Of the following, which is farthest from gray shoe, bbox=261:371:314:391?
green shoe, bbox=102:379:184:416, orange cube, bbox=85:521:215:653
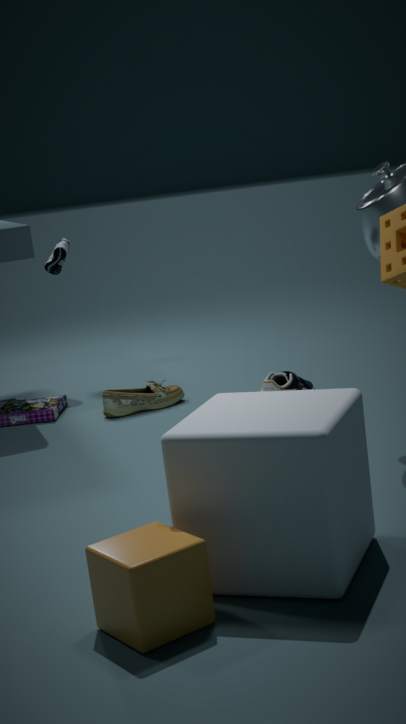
orange cube, bbox=85:521:215:653
